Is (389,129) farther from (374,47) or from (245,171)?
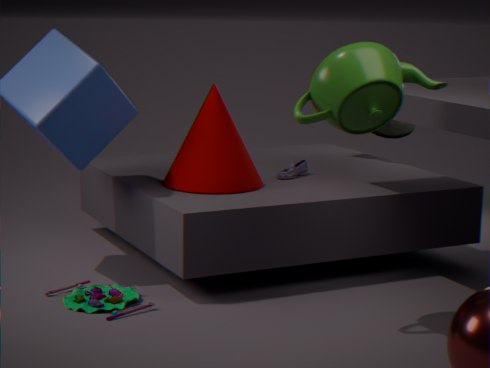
(374,47)
